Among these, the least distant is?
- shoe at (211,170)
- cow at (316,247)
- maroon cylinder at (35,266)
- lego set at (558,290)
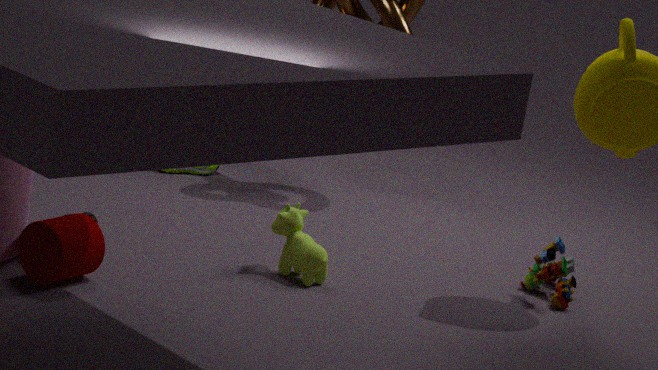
maroon cylinder at (35,266)
